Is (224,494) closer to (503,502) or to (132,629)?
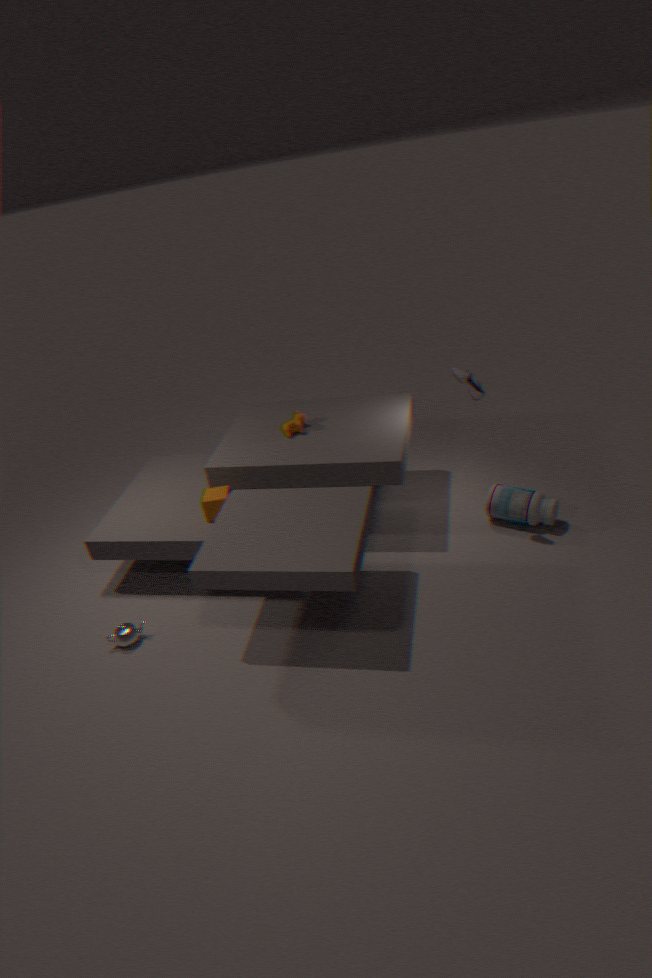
(132,629)
